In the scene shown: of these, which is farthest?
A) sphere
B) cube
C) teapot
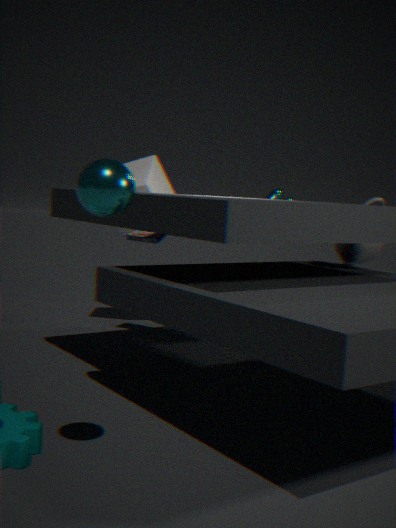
cube
